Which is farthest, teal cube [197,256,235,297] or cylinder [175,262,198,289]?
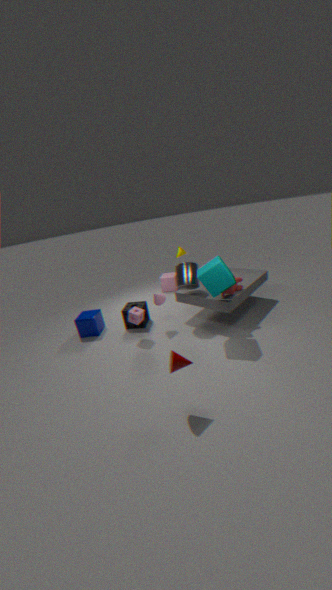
cylinder [175,262,198,289]
